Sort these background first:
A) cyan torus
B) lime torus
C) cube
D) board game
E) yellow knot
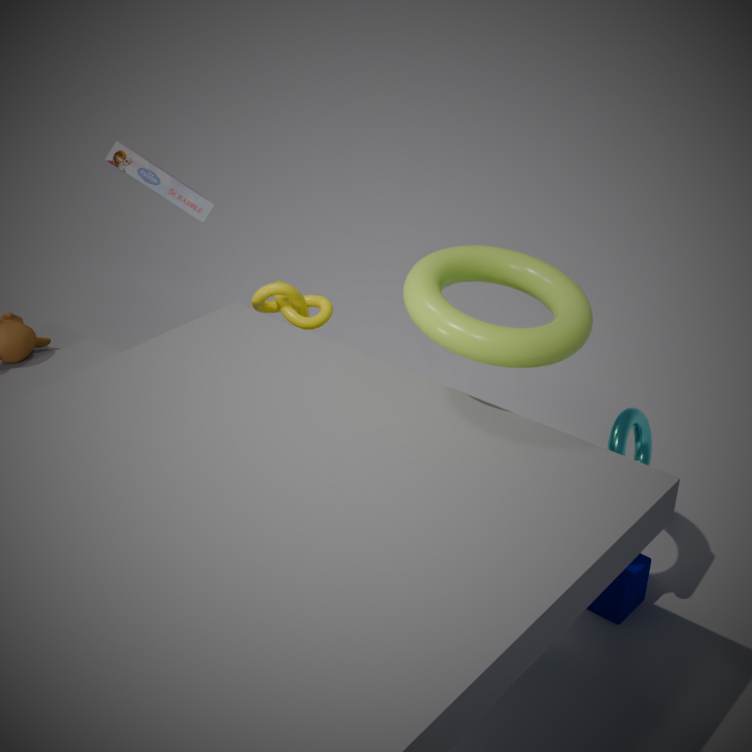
board game
yellow knot
cube
cyan torus
lime torus
